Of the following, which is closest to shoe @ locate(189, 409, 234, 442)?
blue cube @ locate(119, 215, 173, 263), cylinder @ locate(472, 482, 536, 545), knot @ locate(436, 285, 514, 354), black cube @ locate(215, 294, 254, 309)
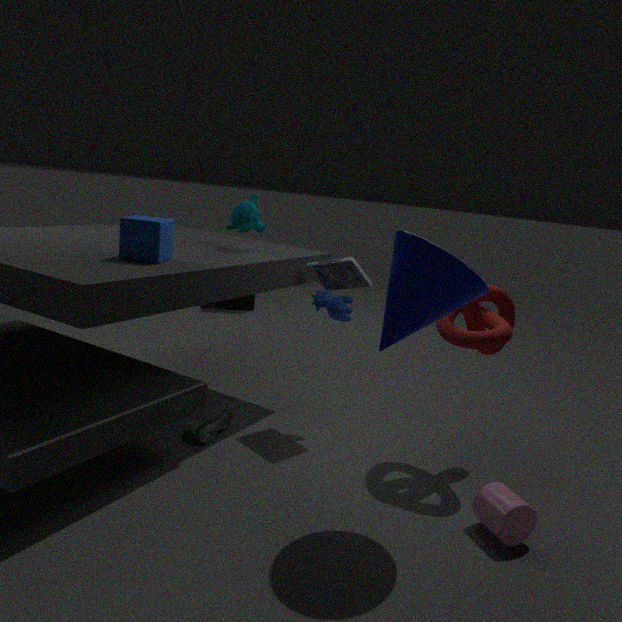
blue cube @ locate(119, 215, 173, 263)
